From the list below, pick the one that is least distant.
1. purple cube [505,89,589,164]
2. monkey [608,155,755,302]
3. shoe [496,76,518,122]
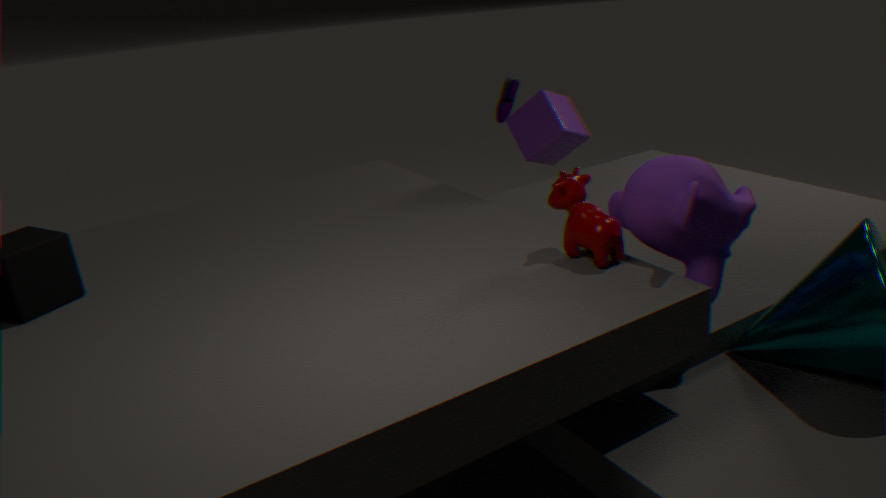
monkey [608,155,755,302]
